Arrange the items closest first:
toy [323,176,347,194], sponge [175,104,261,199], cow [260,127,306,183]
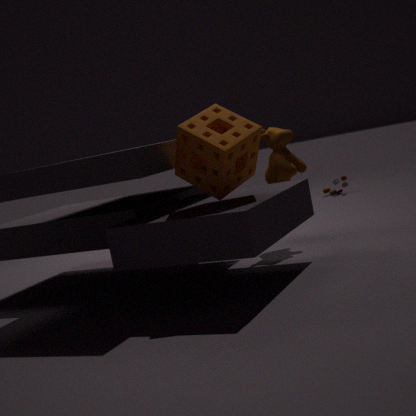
sponge [175,104,261,199], cow [260,127,306,183], toy [323,176,347,194]
